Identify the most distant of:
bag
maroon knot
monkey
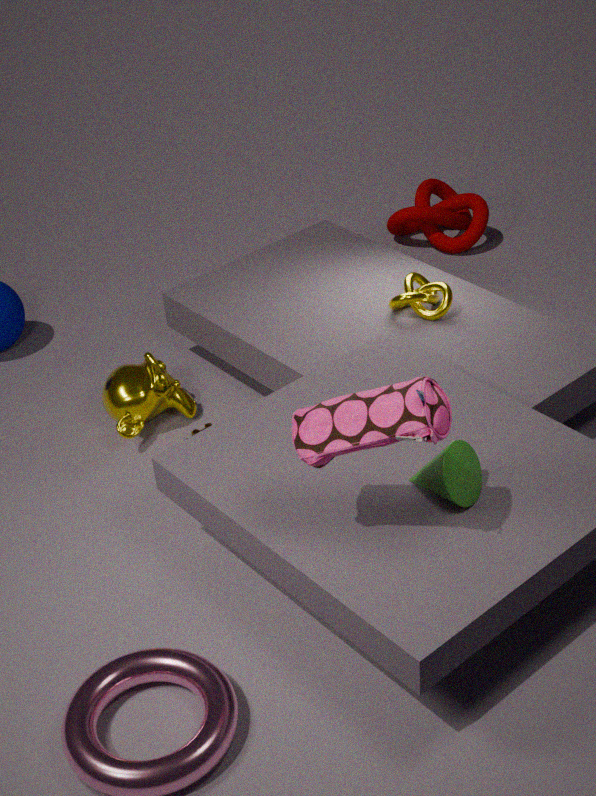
maroon knot
